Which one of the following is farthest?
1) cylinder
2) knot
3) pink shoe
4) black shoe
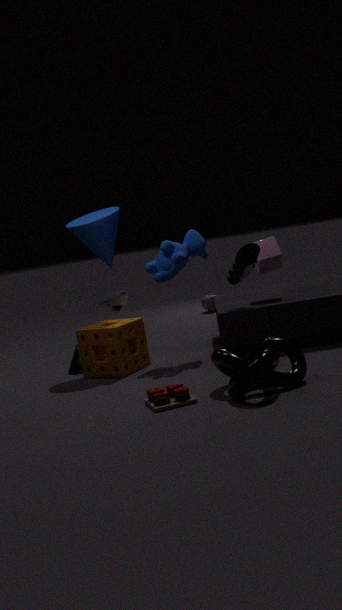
1. cylinder
